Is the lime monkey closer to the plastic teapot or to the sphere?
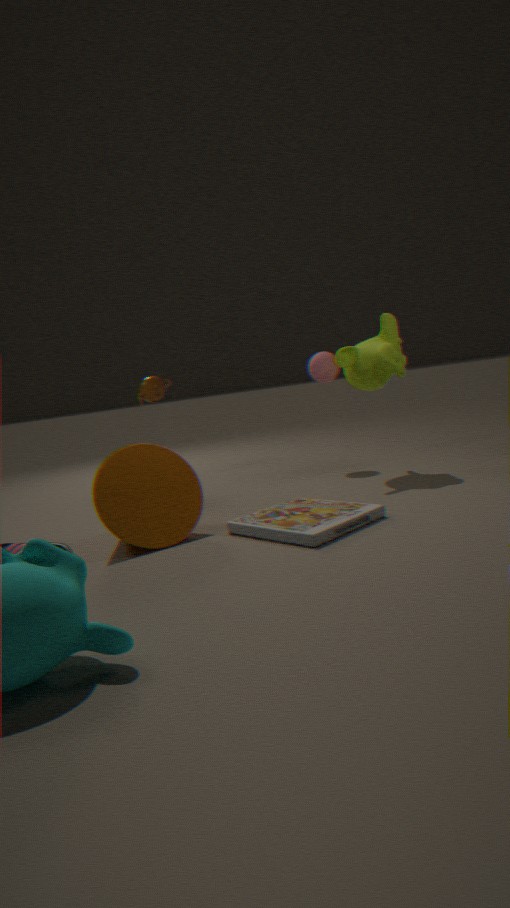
the sphere
